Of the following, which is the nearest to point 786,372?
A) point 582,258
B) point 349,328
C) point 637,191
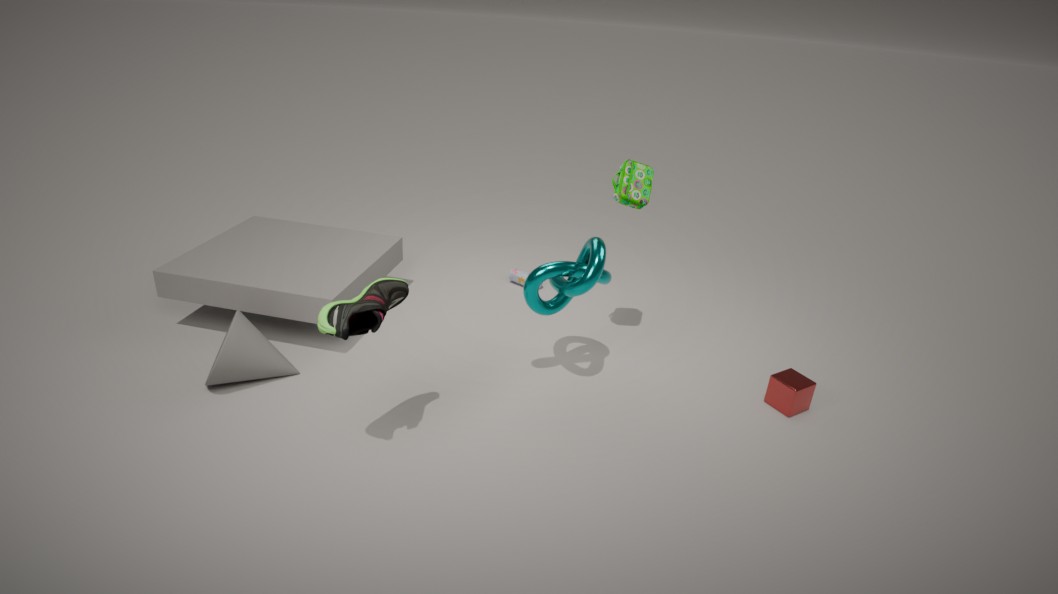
point 582,258
